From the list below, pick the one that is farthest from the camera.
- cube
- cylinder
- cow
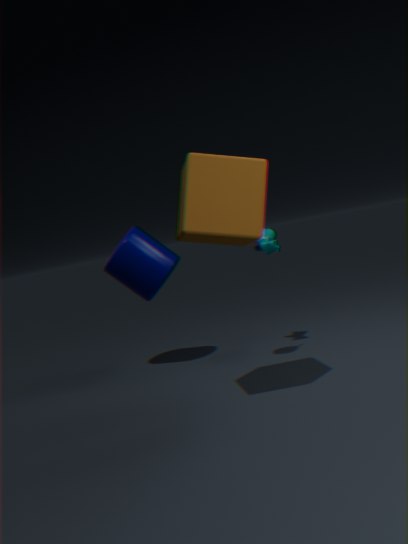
cylinder
